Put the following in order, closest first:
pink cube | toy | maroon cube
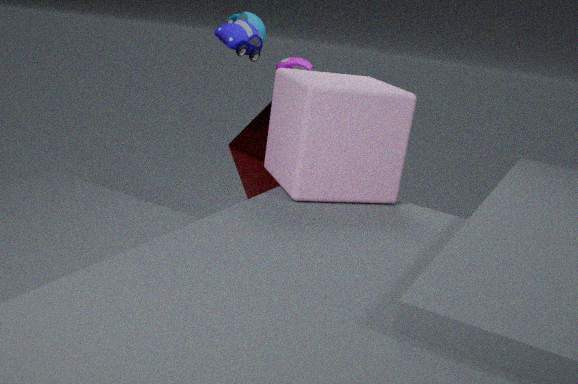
pink cube < toy < maroon cube
